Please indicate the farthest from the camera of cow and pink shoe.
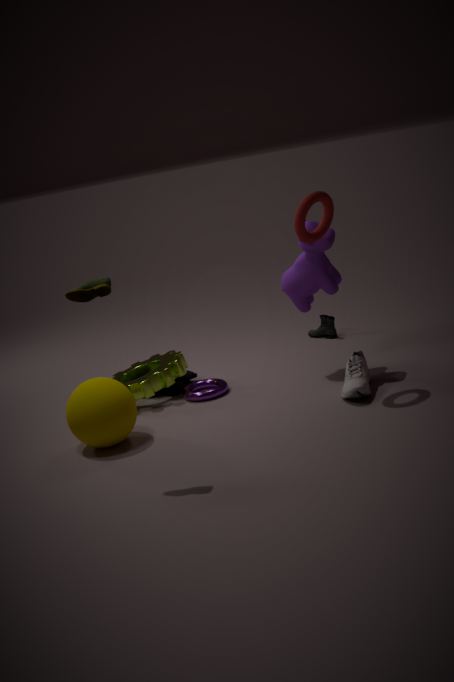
pink shoe
